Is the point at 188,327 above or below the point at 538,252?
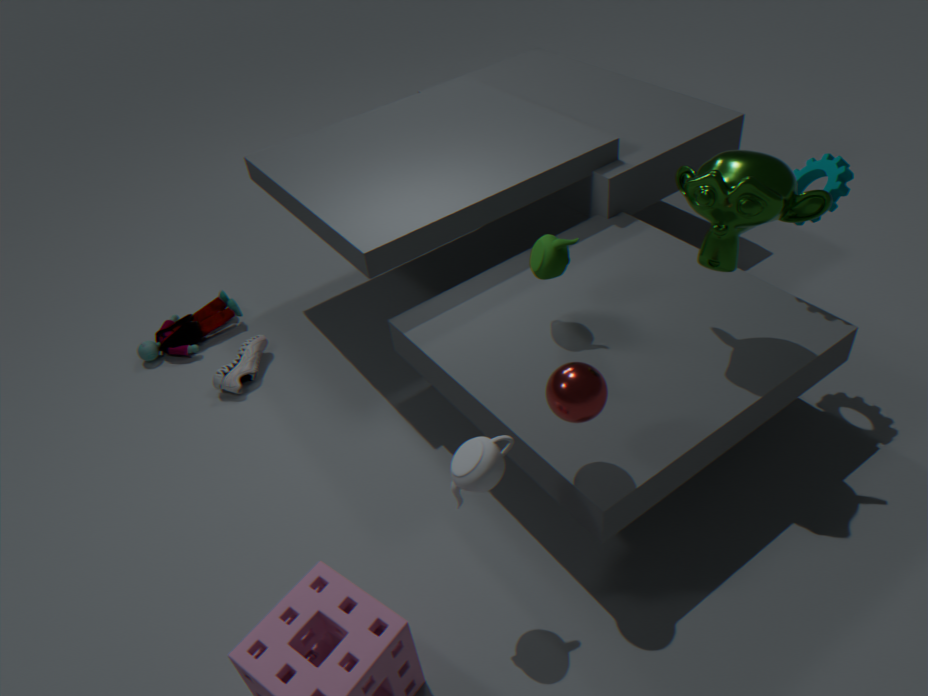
below
